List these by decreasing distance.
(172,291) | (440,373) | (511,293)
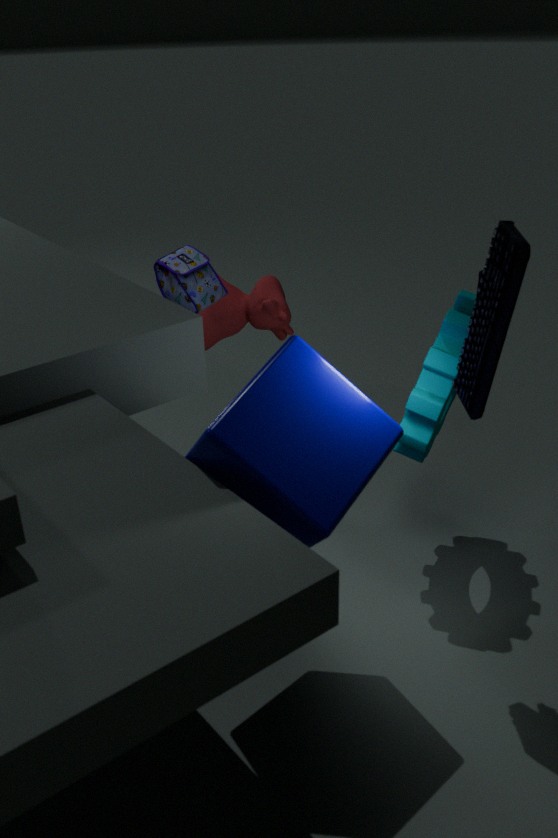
(172,291), (440,373), (511,293)
